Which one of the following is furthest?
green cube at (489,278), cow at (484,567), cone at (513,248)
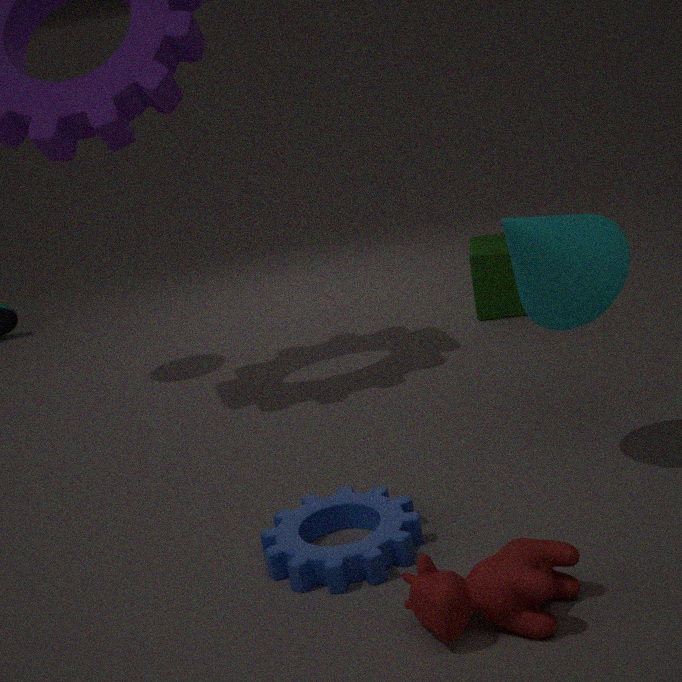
green cube at (489,278)
